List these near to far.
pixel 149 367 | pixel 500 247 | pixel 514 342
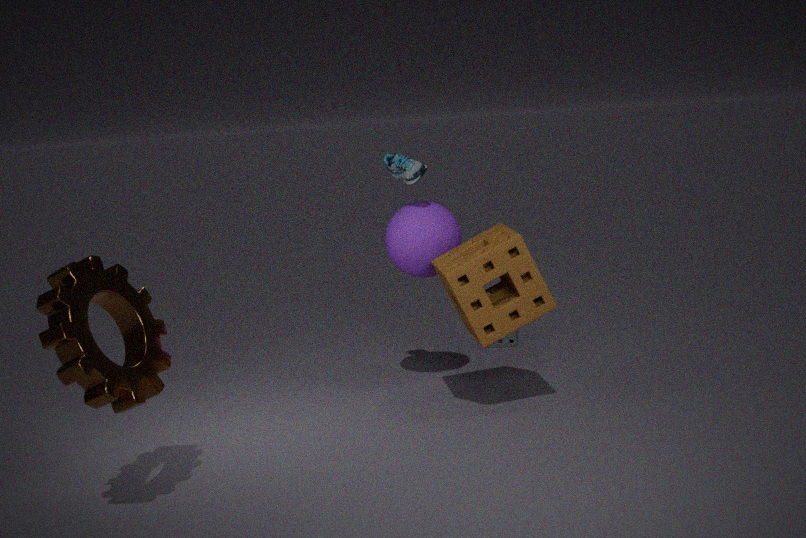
pixel 149 367, pixel 500 247, pixel 514 342
